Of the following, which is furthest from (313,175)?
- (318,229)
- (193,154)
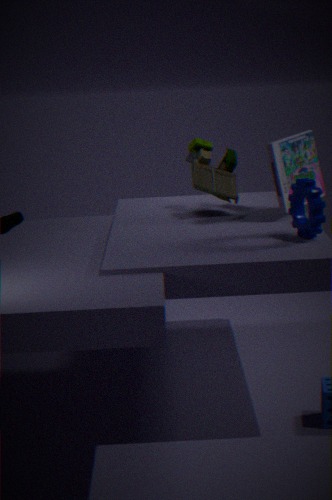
(318,229)
